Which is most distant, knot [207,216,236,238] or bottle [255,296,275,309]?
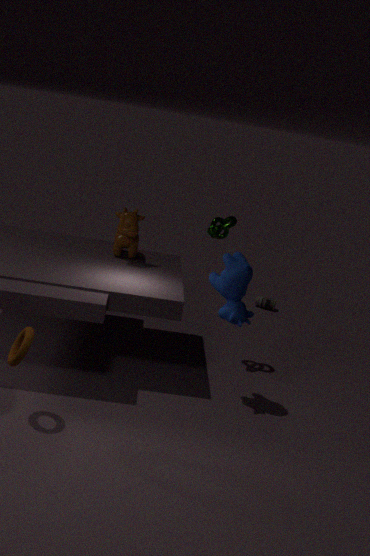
bottle [255,296,275,309]
